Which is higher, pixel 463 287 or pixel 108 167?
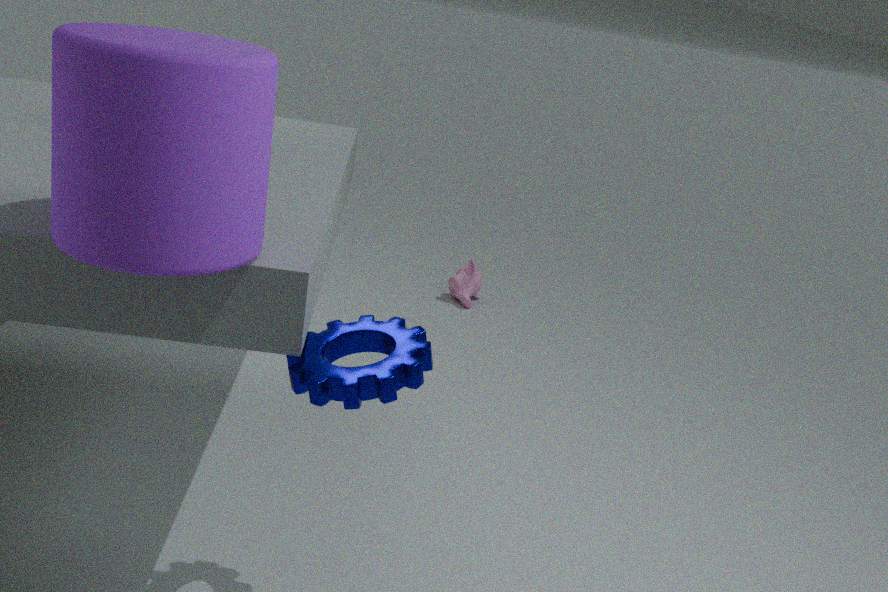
pixel 108 167
